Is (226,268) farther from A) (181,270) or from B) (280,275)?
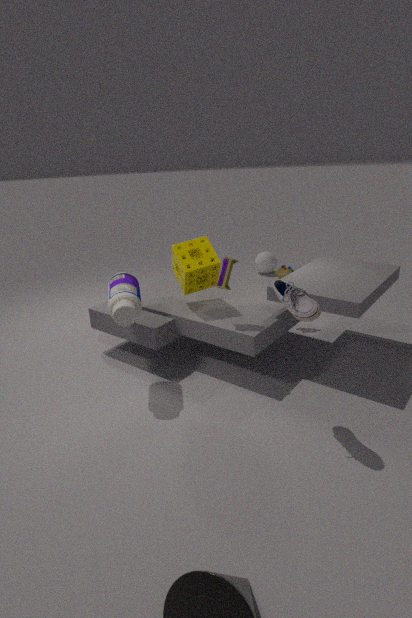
B) (280,275)
